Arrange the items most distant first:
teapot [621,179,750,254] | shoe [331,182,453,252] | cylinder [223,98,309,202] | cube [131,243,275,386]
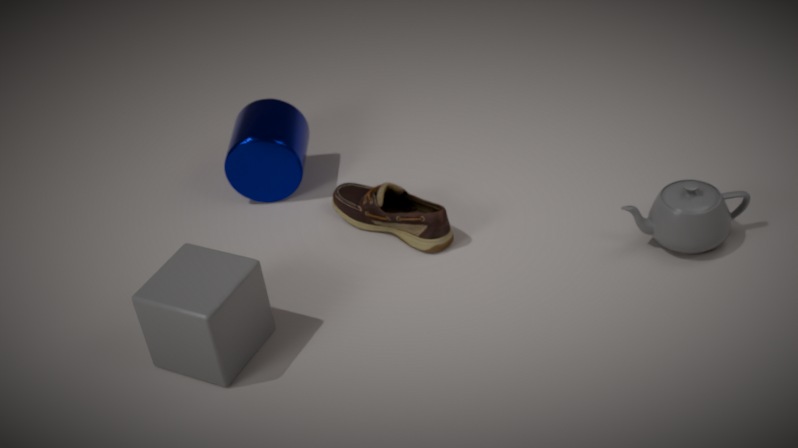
1. cylinder [223,98,309,202]
2. shoe [331,182,453,252]
3. teapot [621,179,750,254]
4. cube [131,243,275,386]
